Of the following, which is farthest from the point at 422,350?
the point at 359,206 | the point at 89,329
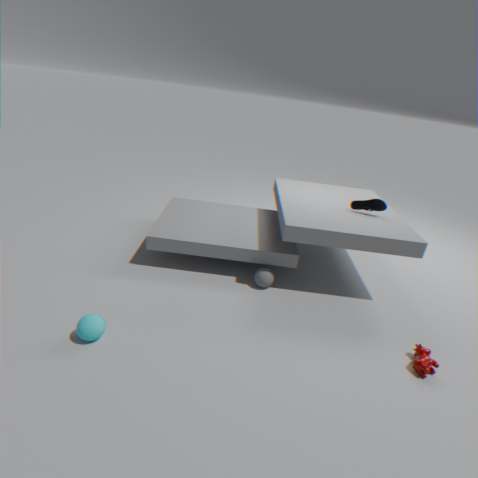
the point at 89,329
